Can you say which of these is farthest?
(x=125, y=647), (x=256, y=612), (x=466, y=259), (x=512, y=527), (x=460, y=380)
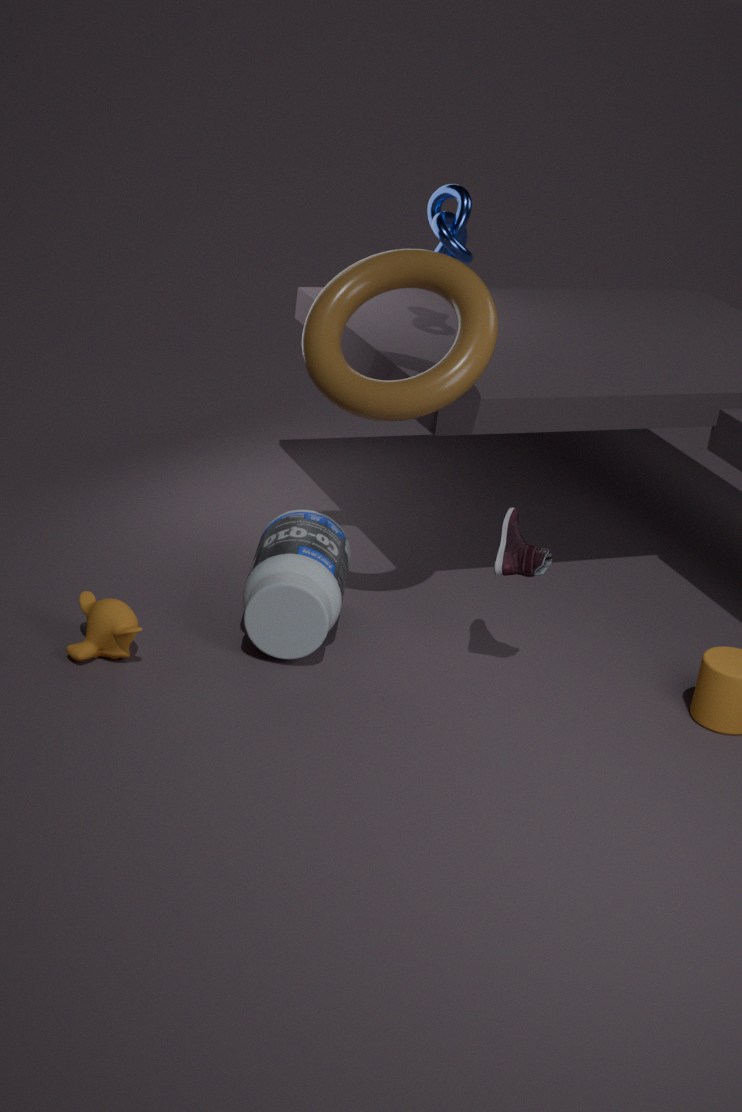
(x=466, y=259)
